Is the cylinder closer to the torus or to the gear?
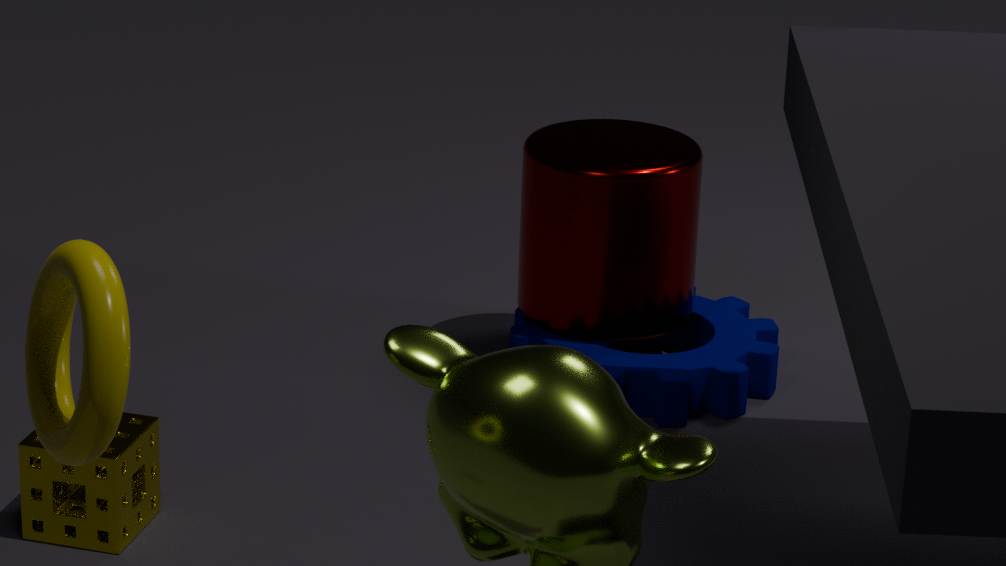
the gear
